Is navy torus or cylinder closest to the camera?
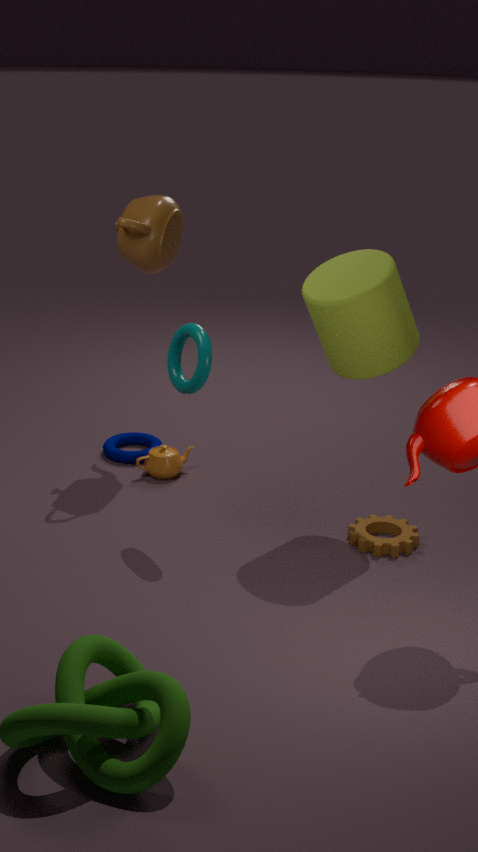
cylinder
